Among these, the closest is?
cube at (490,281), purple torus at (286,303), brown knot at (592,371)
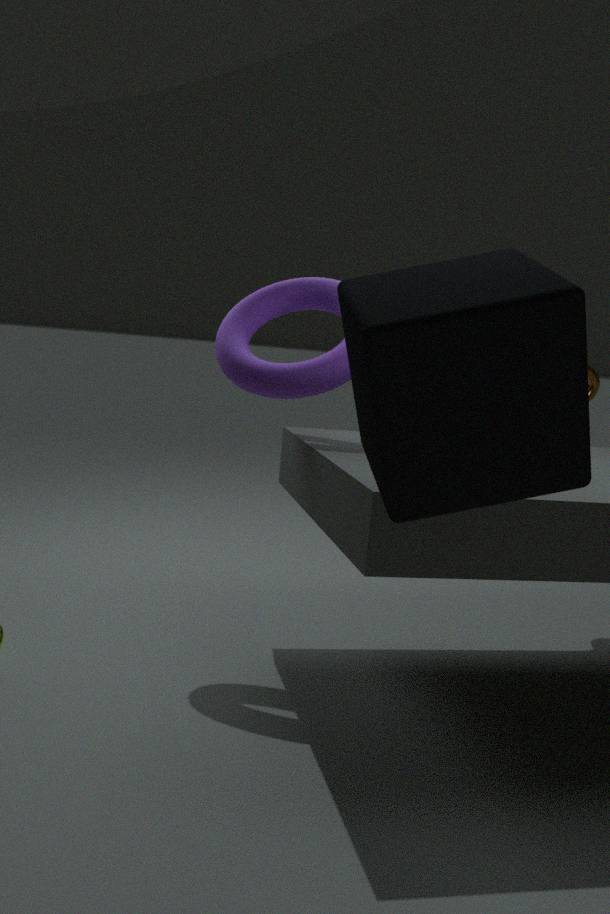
cube at (490,281)
